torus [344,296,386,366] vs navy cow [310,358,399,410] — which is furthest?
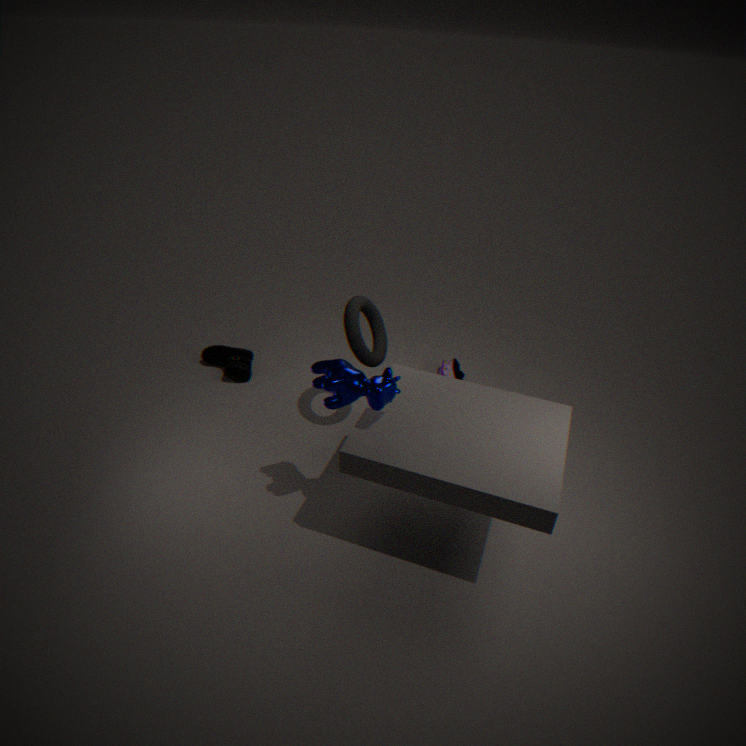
torus [344,296,386,366]
